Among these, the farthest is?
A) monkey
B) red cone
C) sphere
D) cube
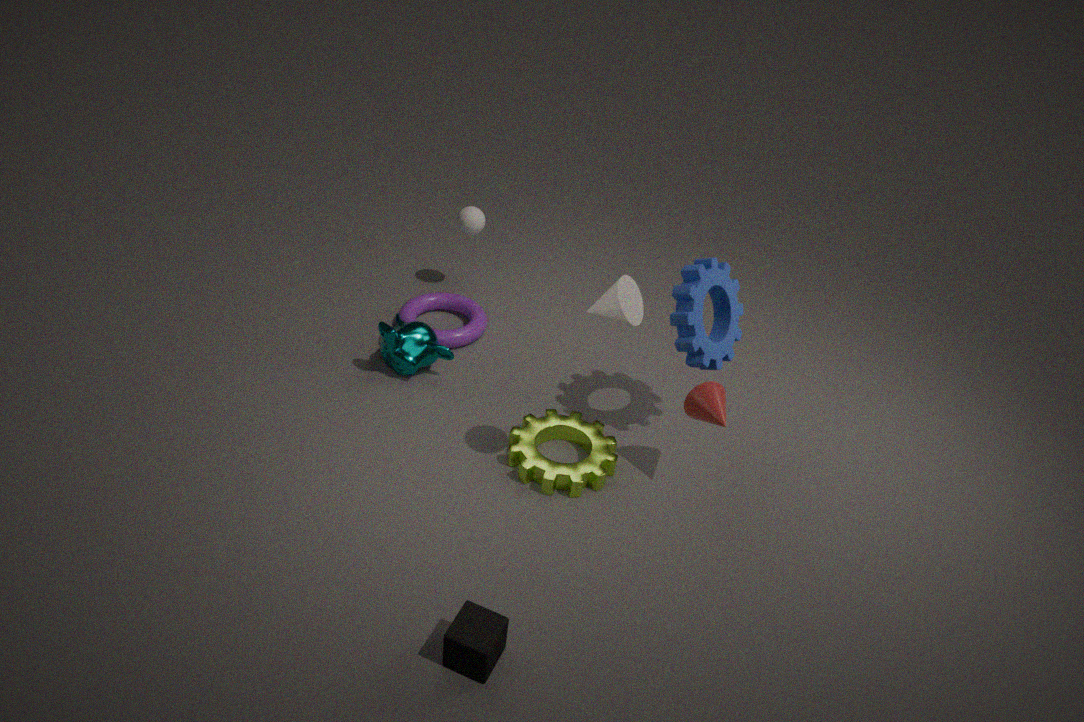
sphere
